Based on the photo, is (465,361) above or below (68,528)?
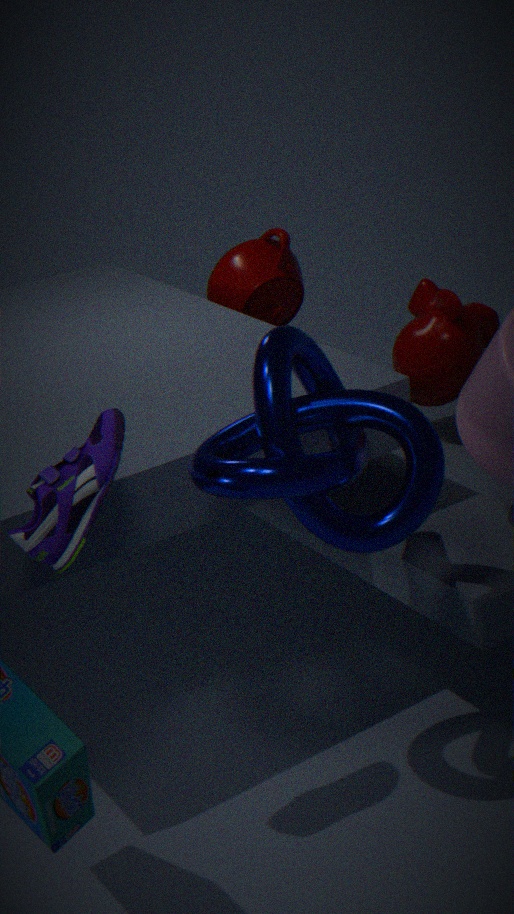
below
